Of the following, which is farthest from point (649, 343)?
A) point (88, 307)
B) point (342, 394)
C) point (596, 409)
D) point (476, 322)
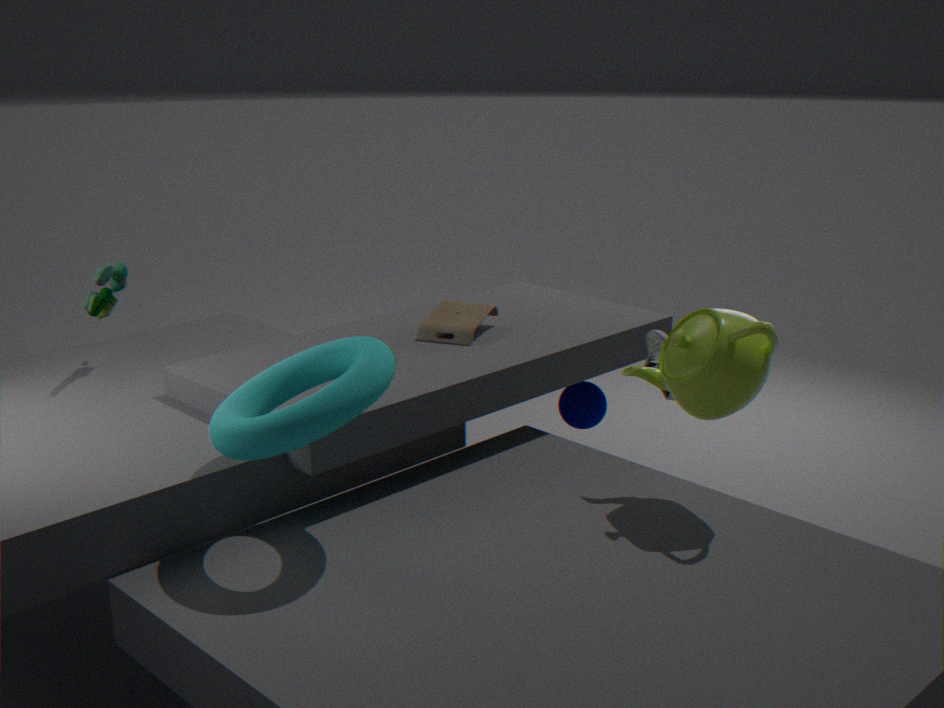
point (88, 307)
